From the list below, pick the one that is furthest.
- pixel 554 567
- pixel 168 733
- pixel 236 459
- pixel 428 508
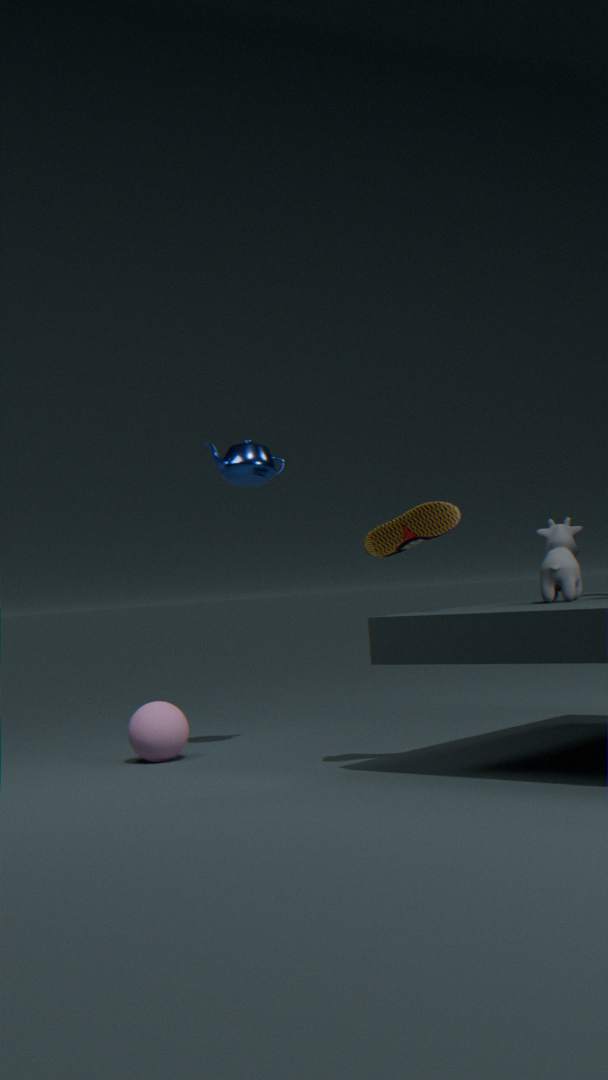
pixel 236 459
